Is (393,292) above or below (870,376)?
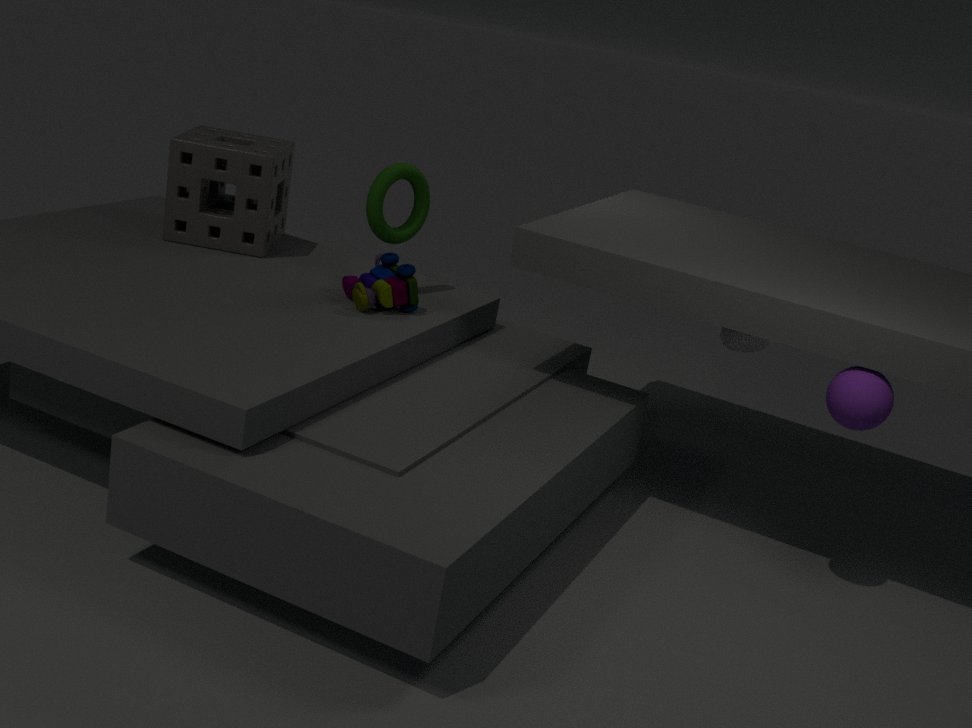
below
